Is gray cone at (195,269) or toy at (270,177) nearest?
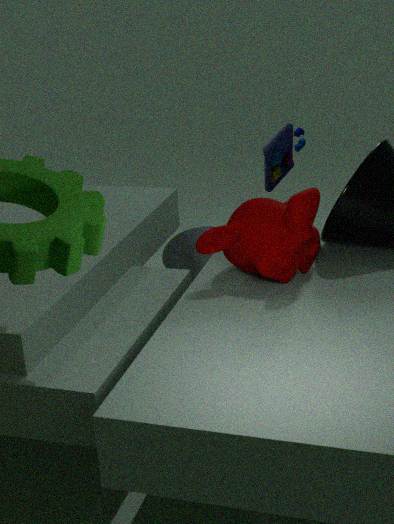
toy at (270,177)
